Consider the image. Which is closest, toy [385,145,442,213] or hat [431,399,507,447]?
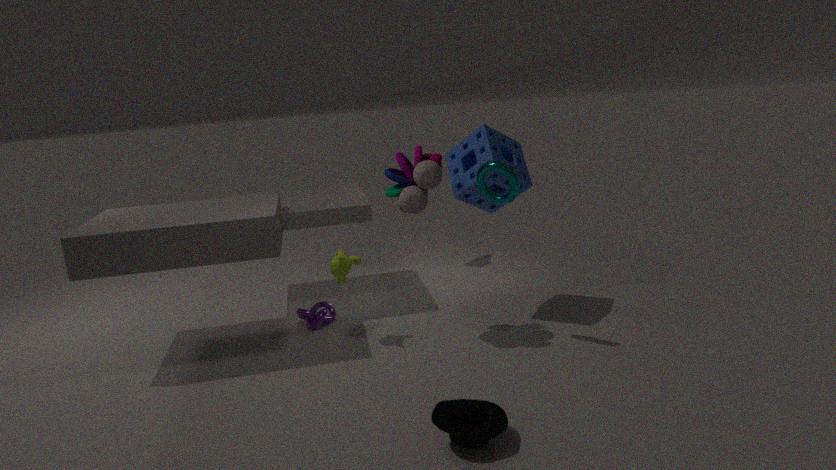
hat [431,399,507,447]
